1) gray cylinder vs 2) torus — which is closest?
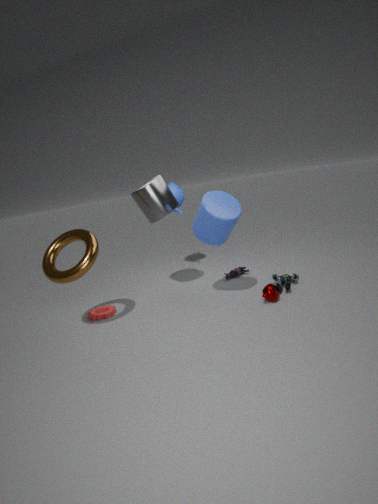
2. torus
